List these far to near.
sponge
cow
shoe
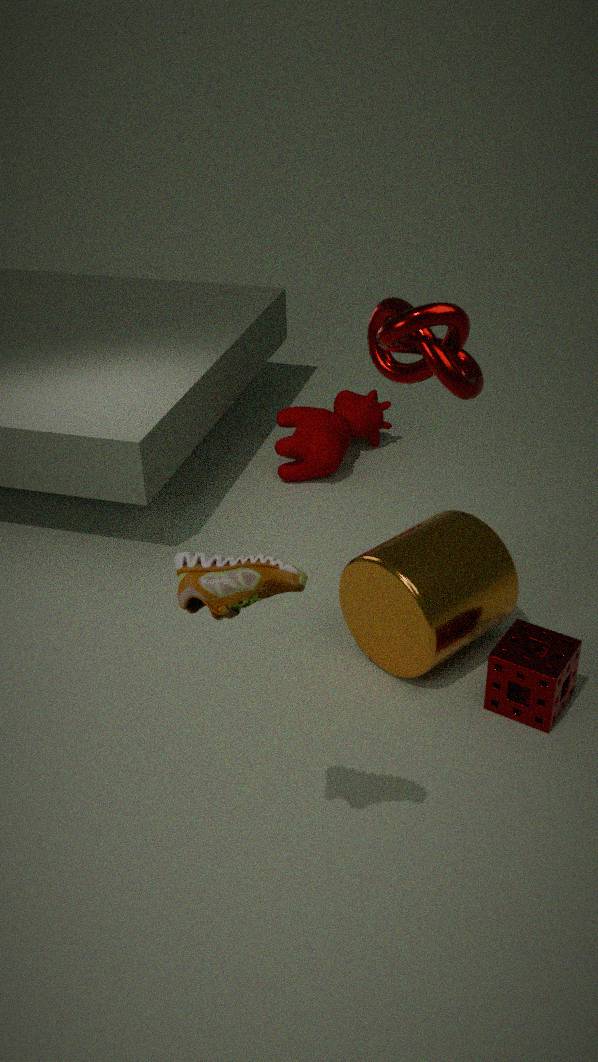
cow → sponge → shoe
